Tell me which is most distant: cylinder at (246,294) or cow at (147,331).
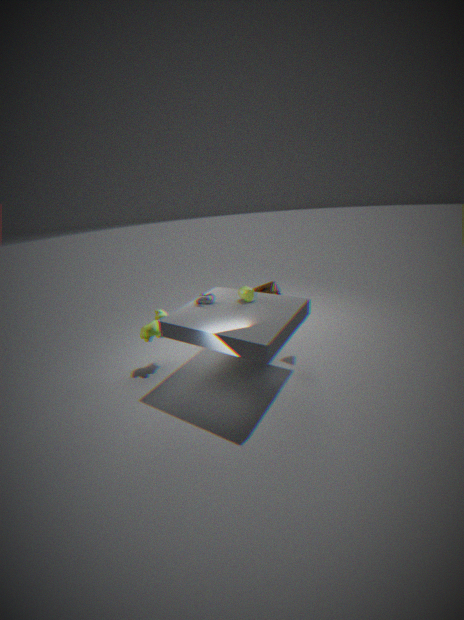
cow at (147,331)
